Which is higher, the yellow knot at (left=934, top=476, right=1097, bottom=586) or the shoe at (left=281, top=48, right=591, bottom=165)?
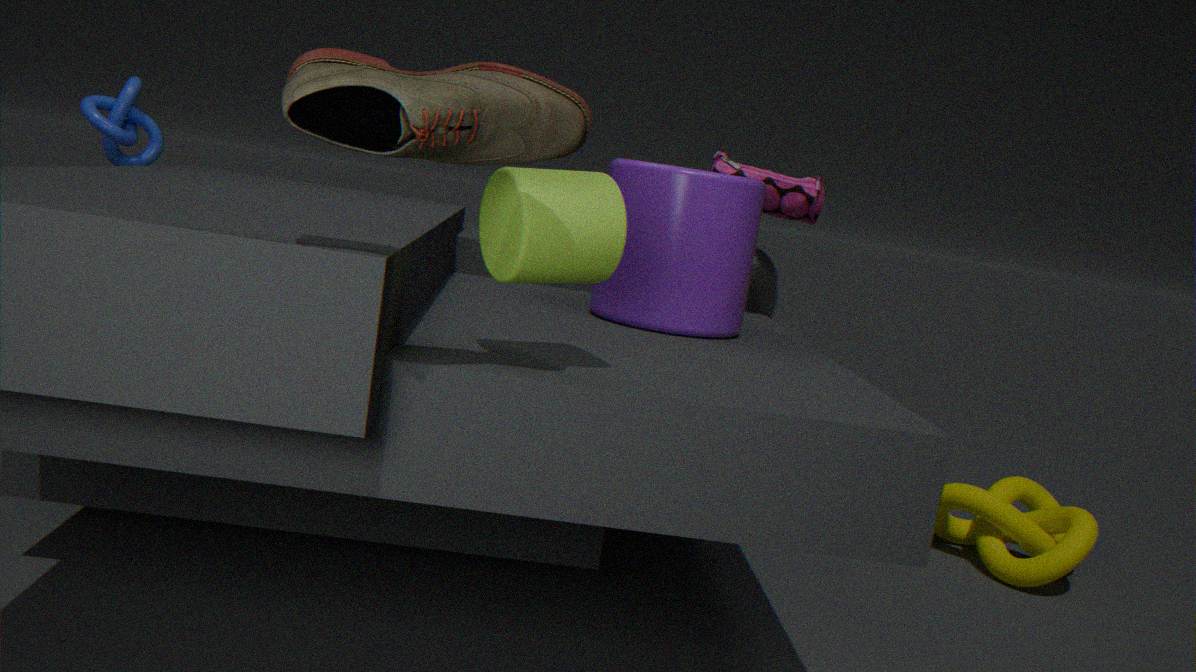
the shoe at (left=281, top=48, right=591, bottom=165)
